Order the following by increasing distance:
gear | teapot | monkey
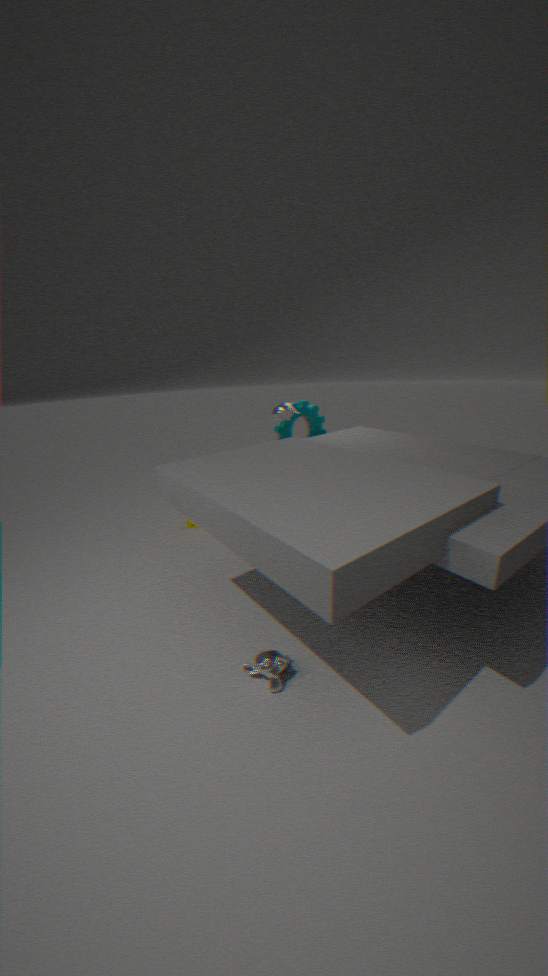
monkey, teapot, gear
